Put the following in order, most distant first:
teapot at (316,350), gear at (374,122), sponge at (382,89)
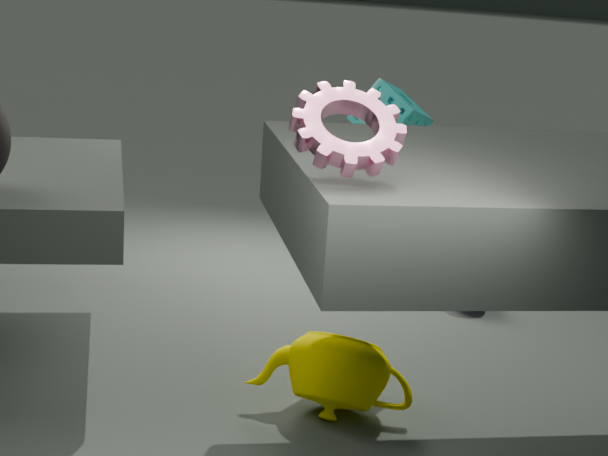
sponge at (382,89) → teapot at (316,350) → gear at (374,122)
